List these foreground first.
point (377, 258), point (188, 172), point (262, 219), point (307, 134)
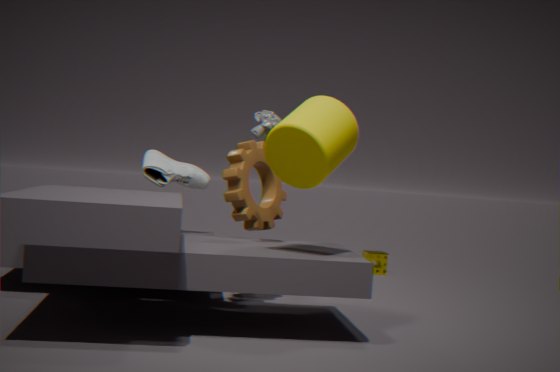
point (307, 134) → point (262, 219) → point (188, 172) → point (377, 258)
